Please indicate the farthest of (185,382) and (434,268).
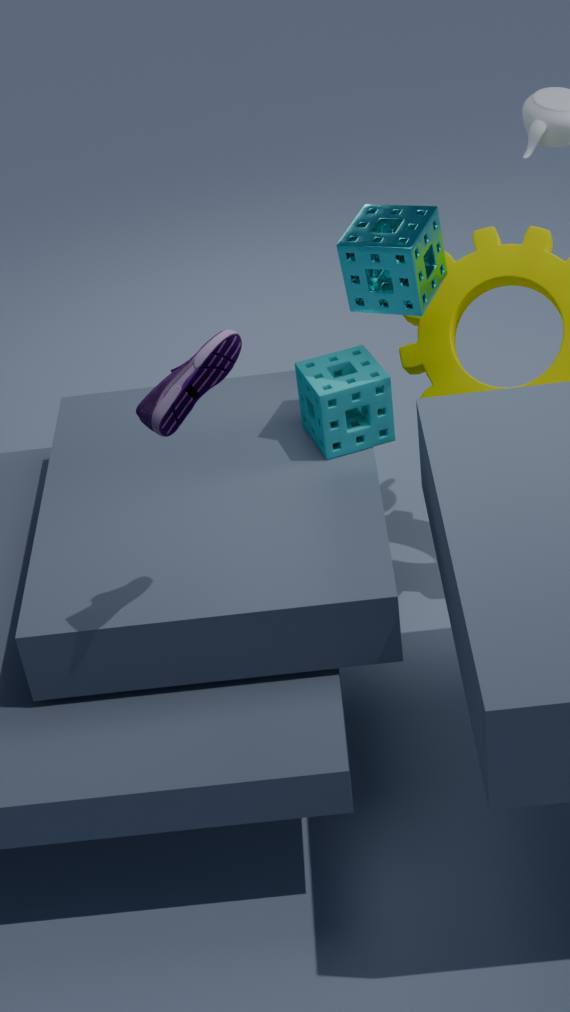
(434,268)
